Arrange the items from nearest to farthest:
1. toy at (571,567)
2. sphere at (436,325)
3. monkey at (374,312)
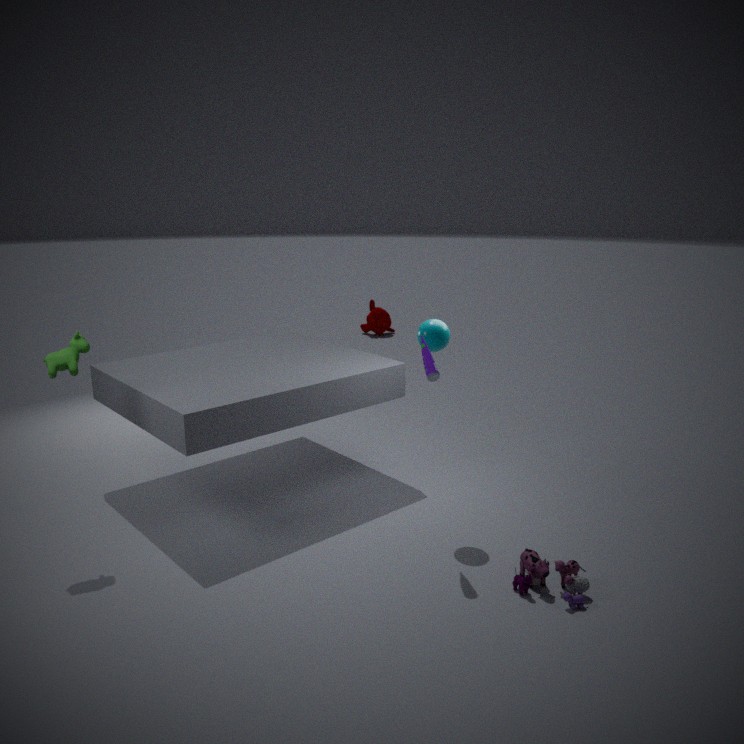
toy at (571,567) < sphere at (436,325) < monkey at (374,312)
